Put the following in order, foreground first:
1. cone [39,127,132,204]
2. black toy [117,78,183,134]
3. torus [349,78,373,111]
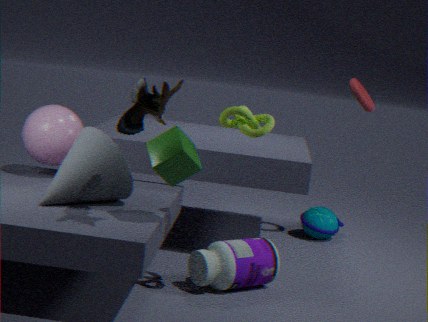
1. black toy [117,78,183,134]
2. cone [39,127,132,204]
3. torus [349,78,373,111]
